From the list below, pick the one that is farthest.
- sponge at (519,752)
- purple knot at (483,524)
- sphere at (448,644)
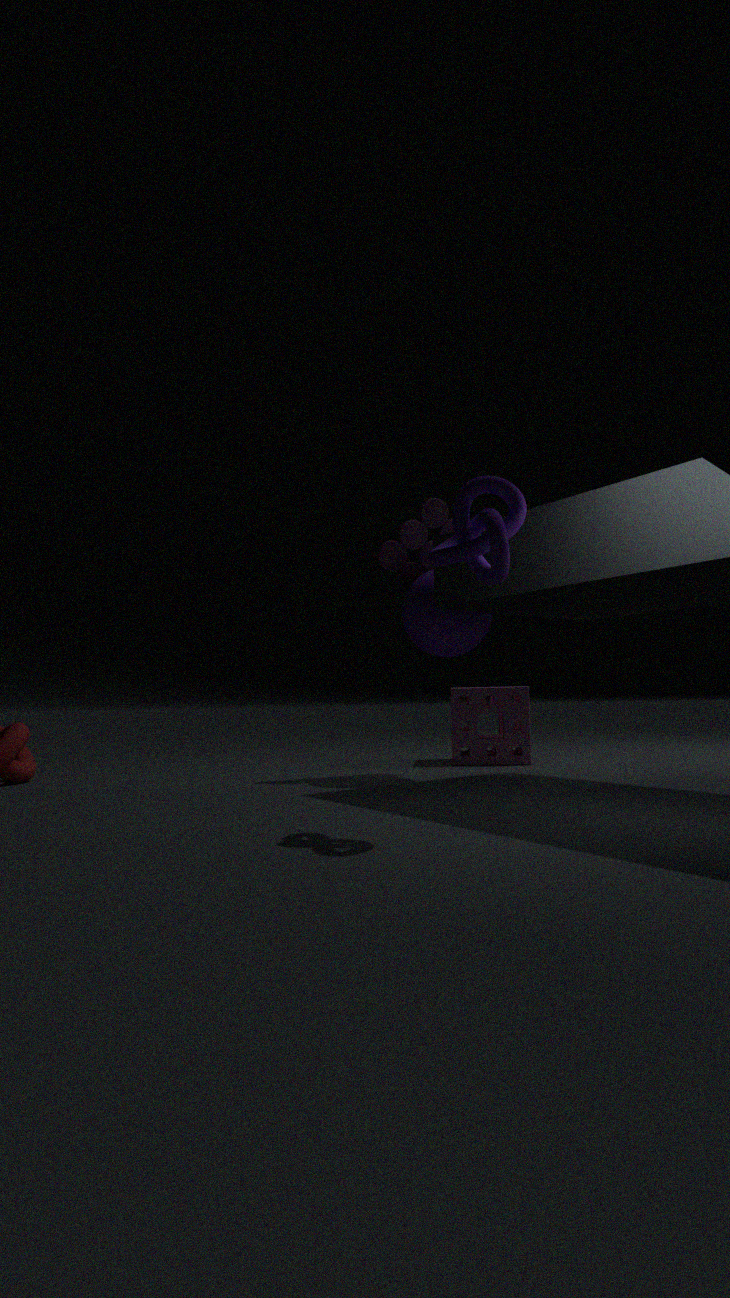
sponge at (519,752)
